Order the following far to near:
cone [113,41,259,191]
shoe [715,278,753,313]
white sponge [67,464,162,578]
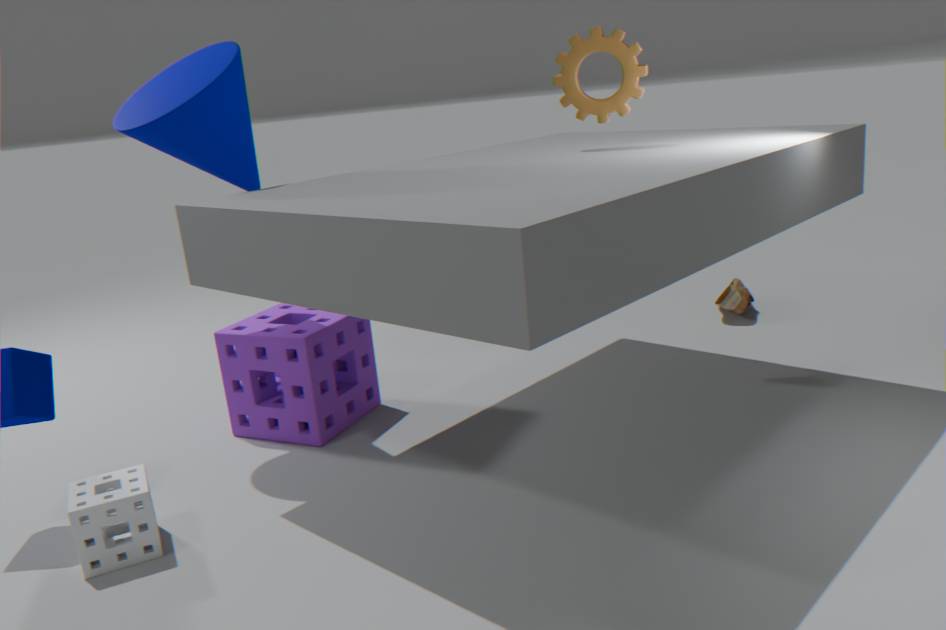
shoe [715,278,753,313]
cone [113,41,259,191]
white sponge [67,464,162,578]
